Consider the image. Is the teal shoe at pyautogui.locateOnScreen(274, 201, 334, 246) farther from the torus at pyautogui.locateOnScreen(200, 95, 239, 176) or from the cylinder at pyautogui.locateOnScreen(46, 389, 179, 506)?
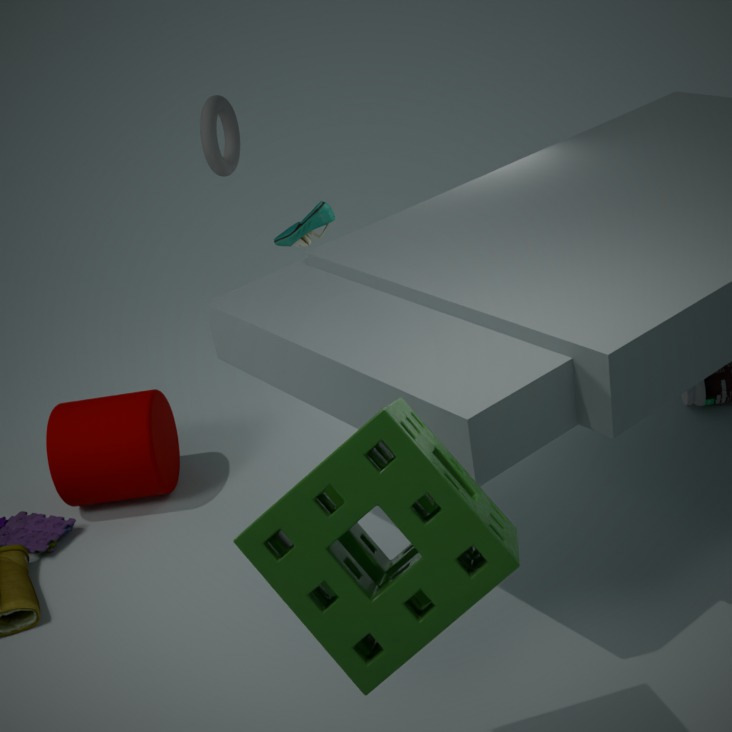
the cylinder at pyautogui.locateOnScreen(46, 389, 179, 506)
